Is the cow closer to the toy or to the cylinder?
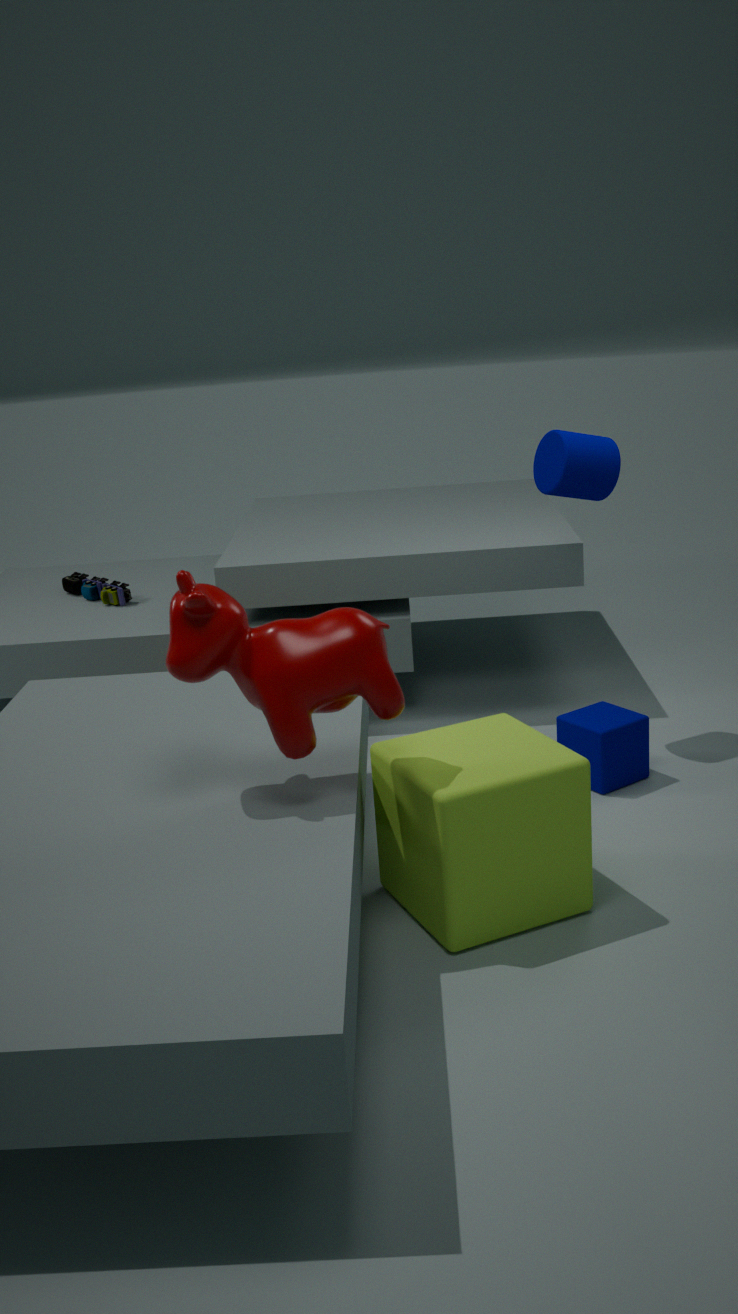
the cylinder
